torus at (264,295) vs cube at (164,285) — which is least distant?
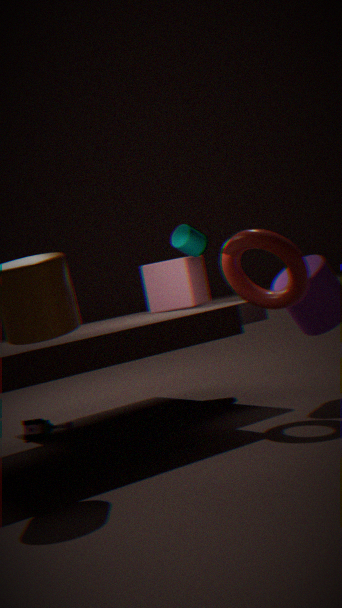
torus at (264,295)
